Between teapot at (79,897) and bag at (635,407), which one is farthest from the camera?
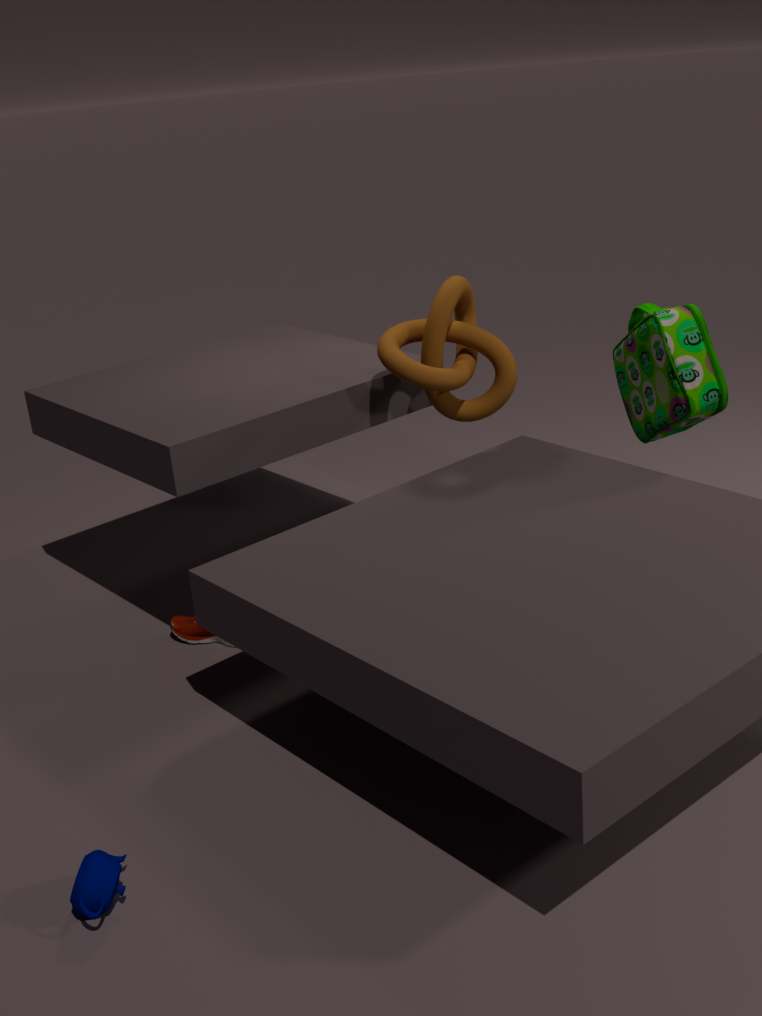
bag at (635,407)
